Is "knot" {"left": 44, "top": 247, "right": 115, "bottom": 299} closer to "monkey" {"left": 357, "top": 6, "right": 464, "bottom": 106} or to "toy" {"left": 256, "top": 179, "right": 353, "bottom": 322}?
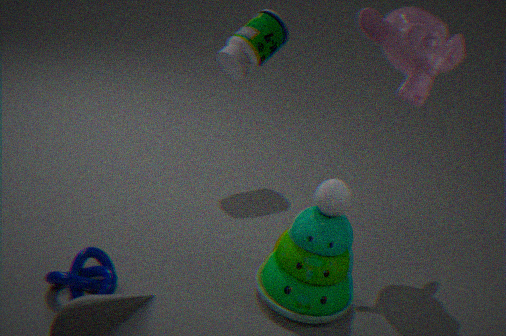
"toy" {"left": 256, "top": 179, "right": 353, "bottom": 322}
